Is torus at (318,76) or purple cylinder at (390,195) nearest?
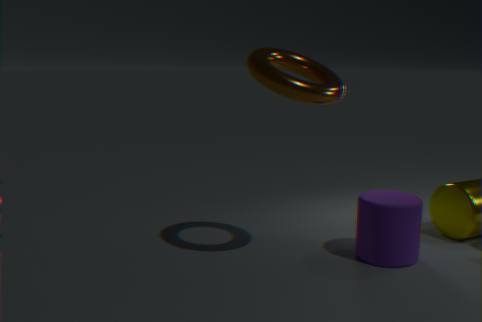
torus at (318,76)
